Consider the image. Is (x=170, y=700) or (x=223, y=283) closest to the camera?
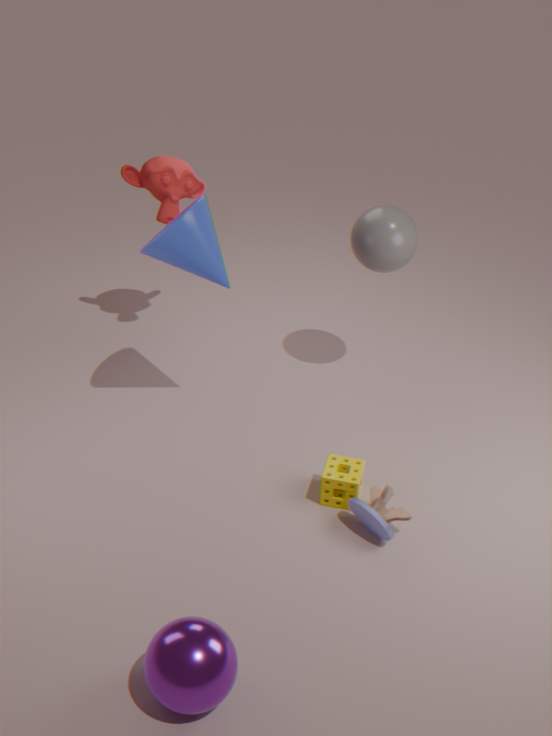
(x=170, y=700)
